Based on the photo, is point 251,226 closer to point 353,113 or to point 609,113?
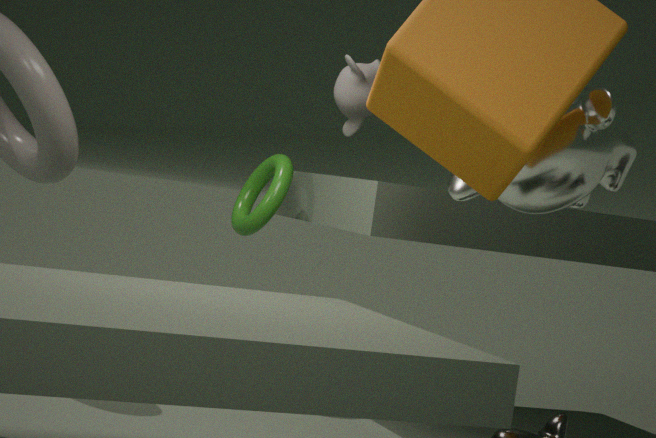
point 353,113
